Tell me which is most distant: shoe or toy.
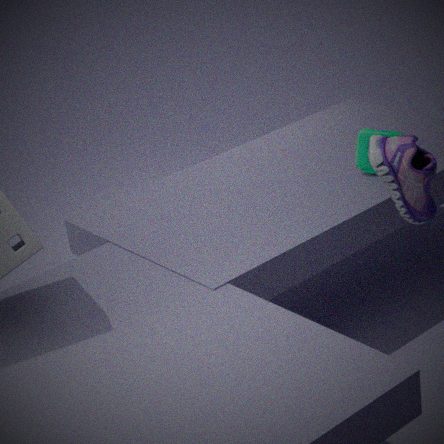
toy
